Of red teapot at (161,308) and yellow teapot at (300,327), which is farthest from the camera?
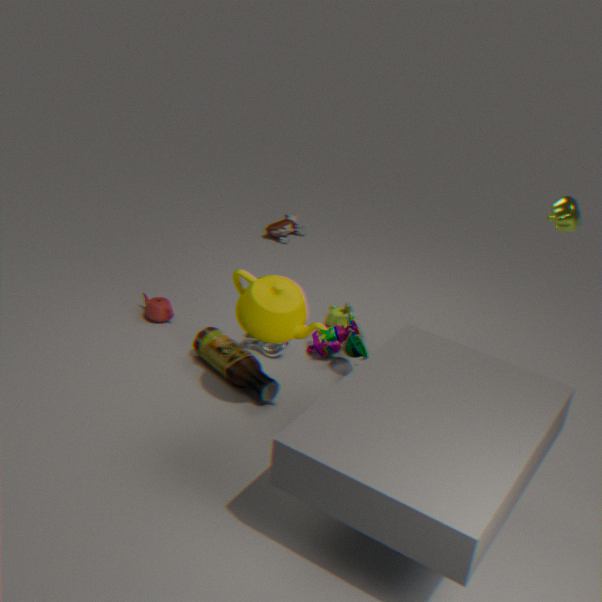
red teapot at (161,308)
